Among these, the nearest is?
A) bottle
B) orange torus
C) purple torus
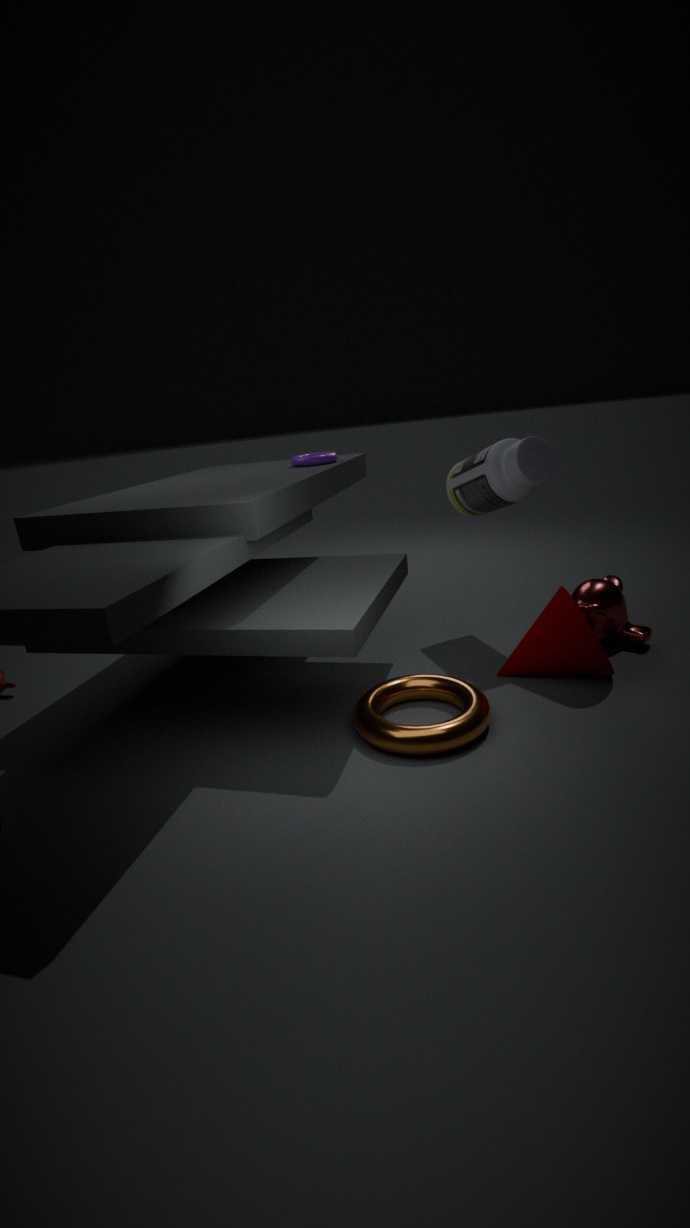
orange torus
